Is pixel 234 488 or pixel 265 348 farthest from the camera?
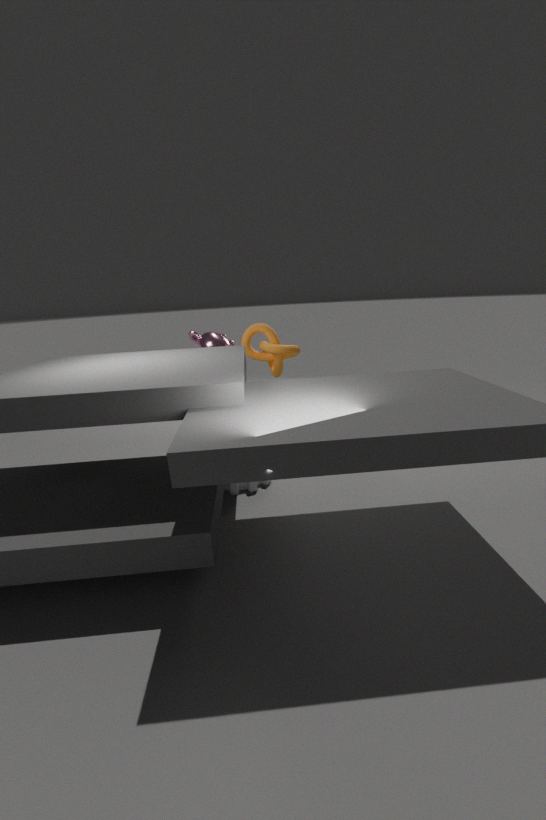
pixel 265 348
